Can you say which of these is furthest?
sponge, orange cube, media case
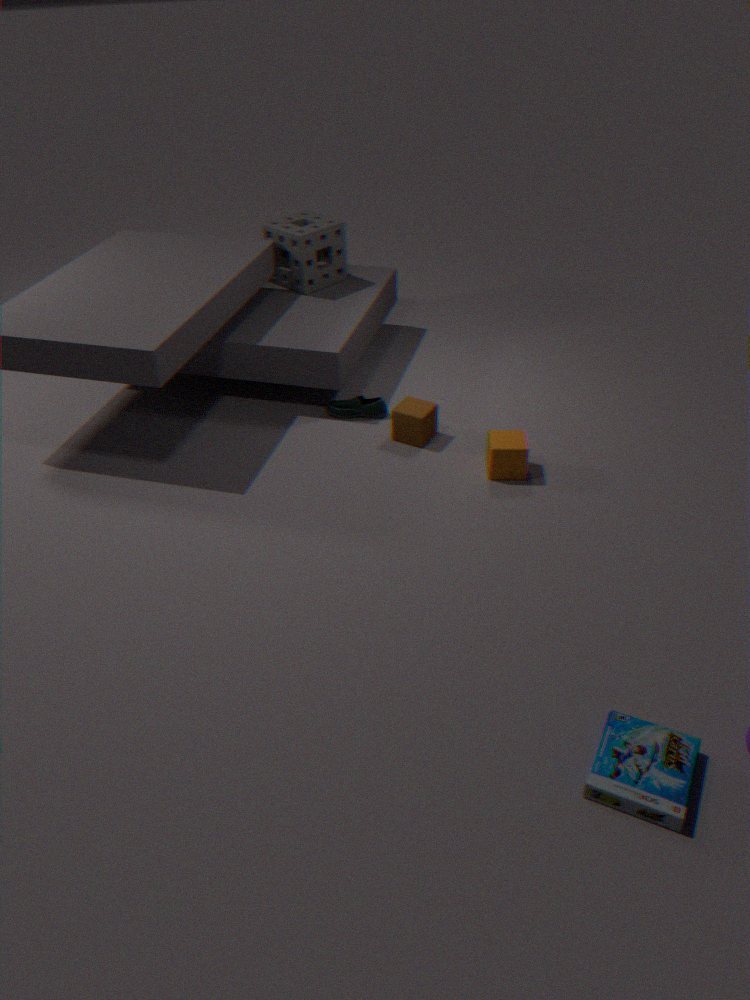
sponge
